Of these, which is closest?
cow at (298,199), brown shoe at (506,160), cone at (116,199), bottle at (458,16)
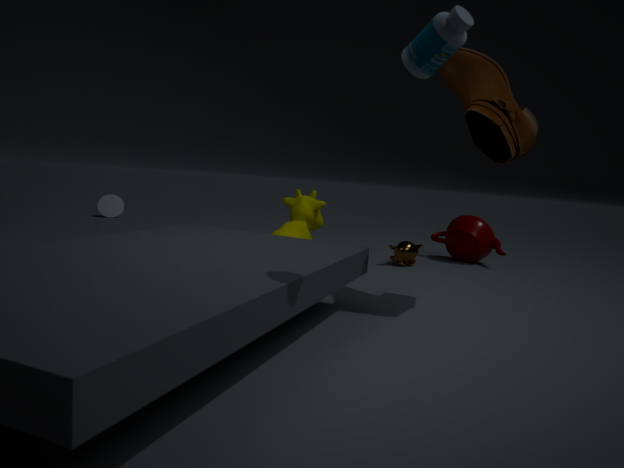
bottle at (458,16)
